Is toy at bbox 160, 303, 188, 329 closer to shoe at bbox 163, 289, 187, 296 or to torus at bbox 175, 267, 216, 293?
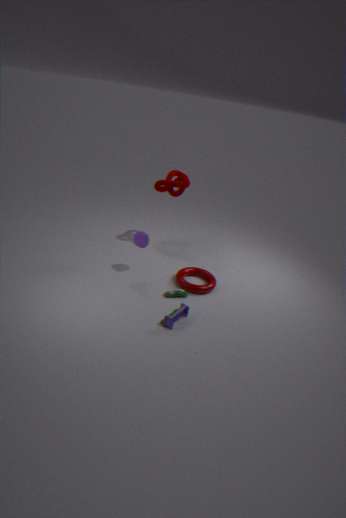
shoe at bbox 163, 289, 187, 296
